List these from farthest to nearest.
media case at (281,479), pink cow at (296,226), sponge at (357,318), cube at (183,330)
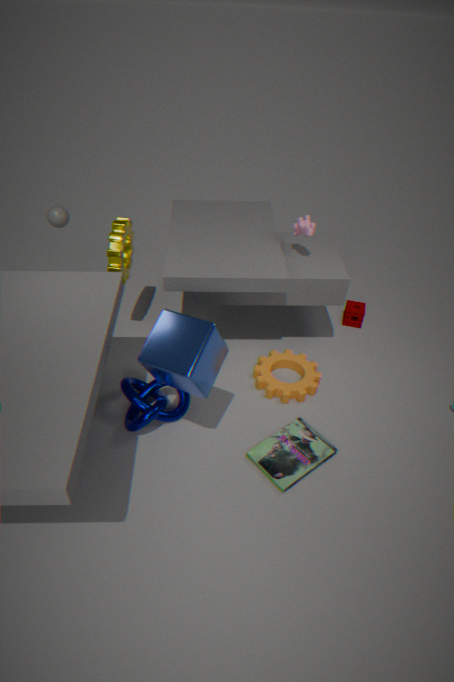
sponge at (357,318) < pink cow at (296,226) < media case at (281,479) < cube at (183,330)
